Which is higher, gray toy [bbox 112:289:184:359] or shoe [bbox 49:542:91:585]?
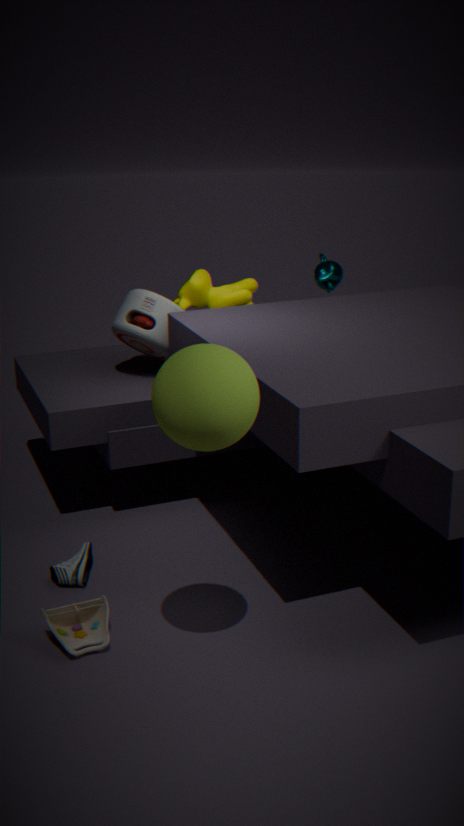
gray toy [bbox 112:289:184:359]
